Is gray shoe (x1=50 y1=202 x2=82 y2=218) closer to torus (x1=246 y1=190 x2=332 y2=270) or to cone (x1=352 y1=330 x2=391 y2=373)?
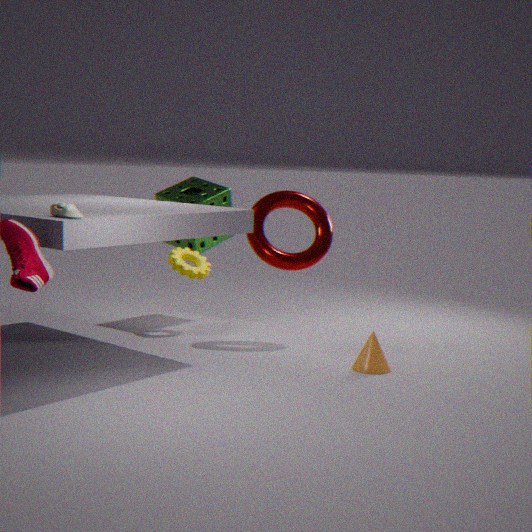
torus (x1=246 y1=190 x2=332 y2=270)
